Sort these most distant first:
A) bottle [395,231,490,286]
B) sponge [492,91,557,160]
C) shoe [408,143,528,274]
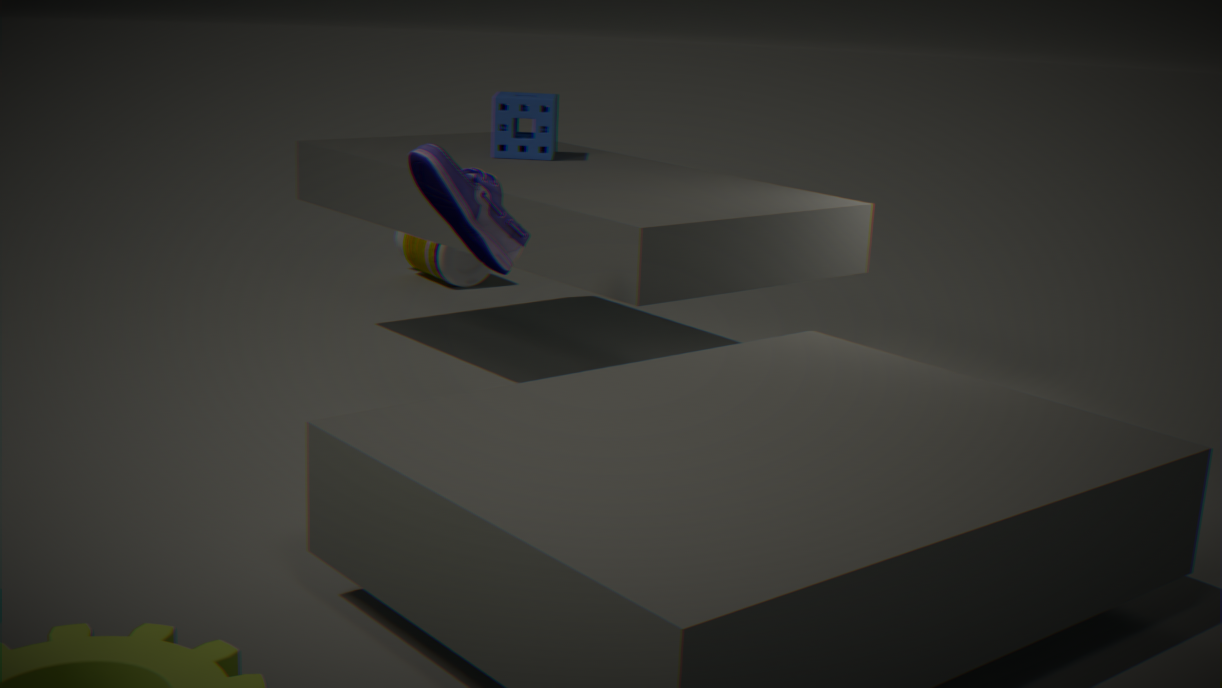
bottle [395,231,490,286] → sponge [492,91,557,160] → shoe [408,143,528,274]
